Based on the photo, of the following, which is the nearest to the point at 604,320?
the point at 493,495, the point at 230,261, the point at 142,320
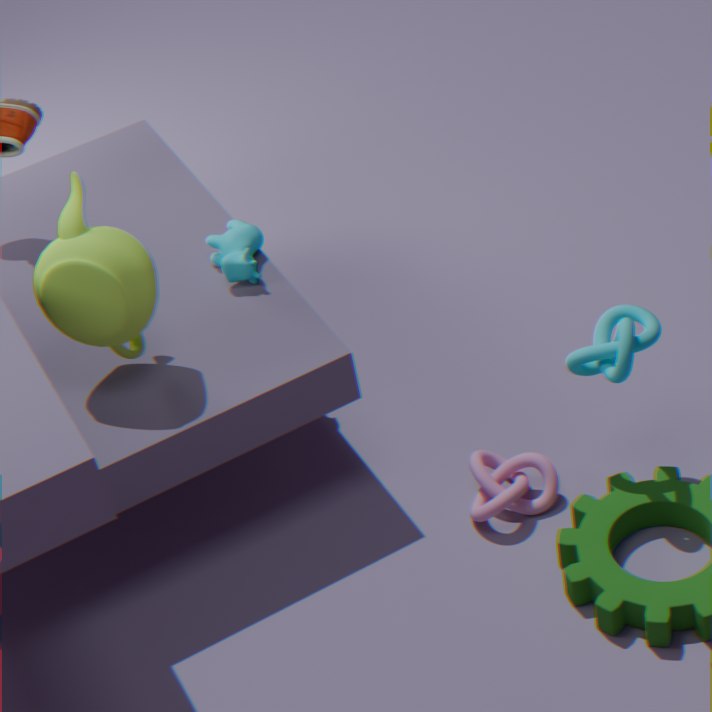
the point at 493,495
